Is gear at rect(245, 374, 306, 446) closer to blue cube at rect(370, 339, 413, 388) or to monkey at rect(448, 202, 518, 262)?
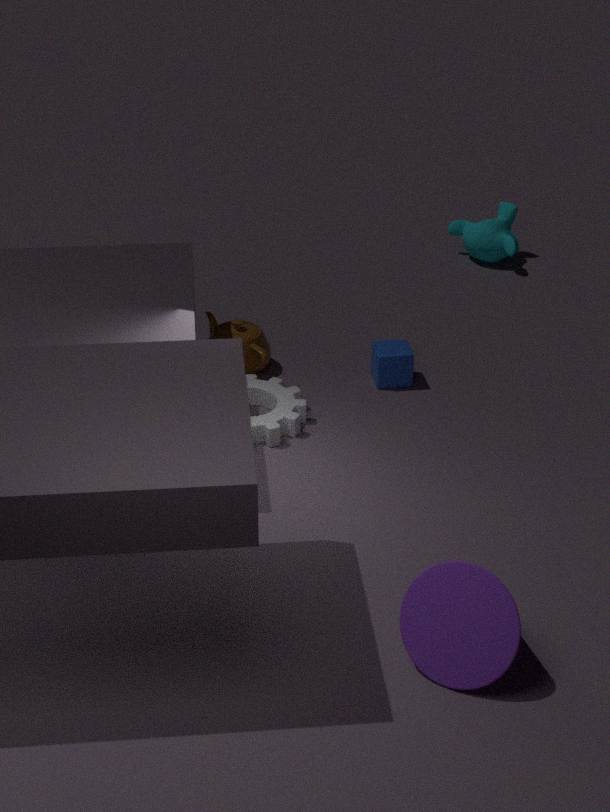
blue cube at rect(370, 339, 413, 388)
